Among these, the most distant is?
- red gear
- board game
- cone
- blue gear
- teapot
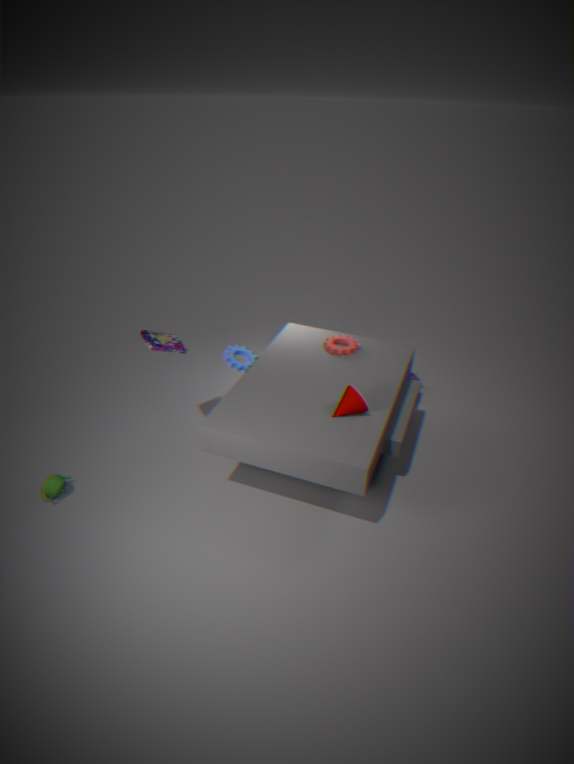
red gear
